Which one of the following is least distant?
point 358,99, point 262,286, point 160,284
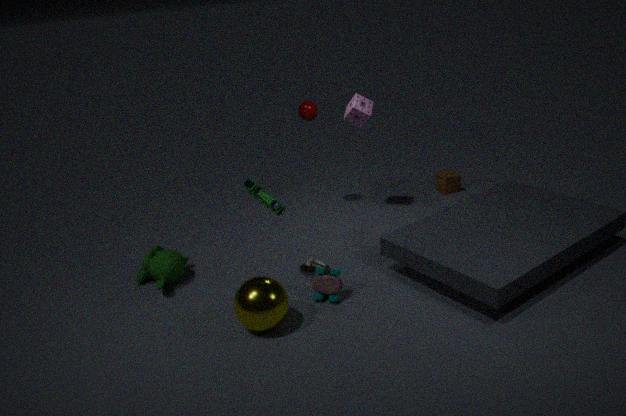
point 262,286
